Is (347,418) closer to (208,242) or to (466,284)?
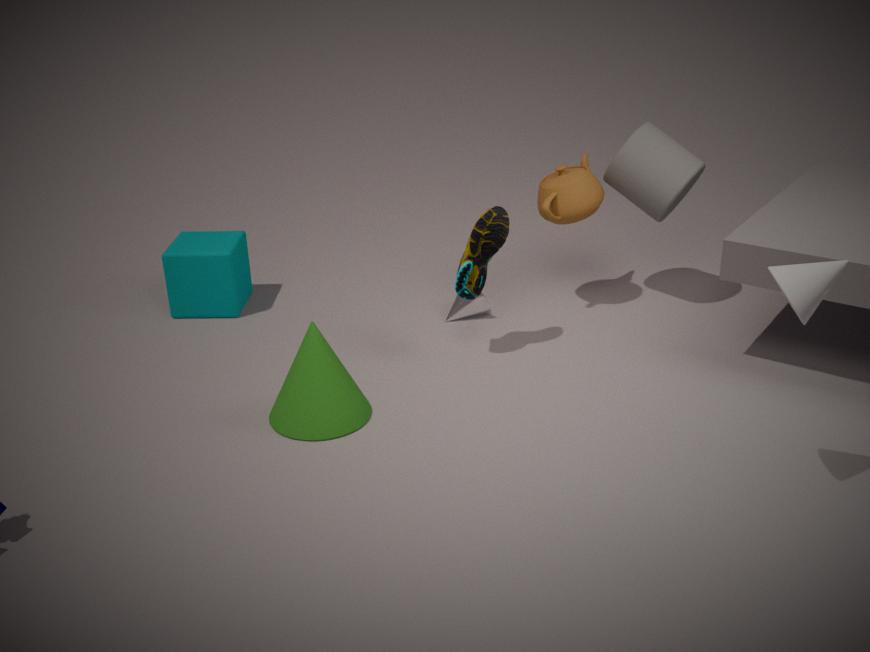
(466,284)
